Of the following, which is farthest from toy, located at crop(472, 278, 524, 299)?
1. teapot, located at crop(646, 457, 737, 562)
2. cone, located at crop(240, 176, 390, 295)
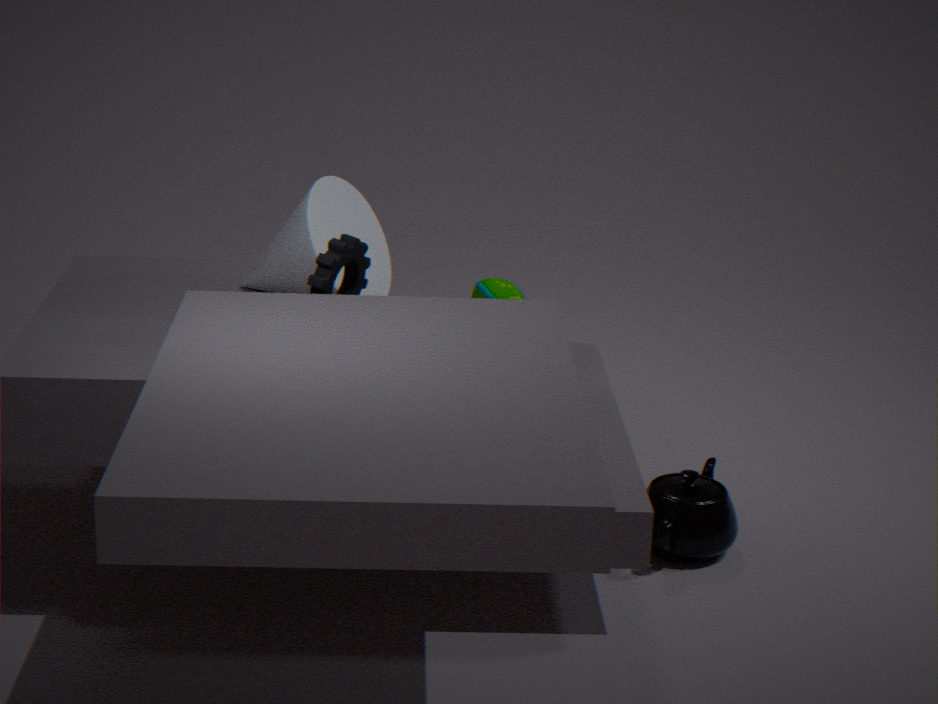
teapot, located at crop(646, 457, 737, 562)
